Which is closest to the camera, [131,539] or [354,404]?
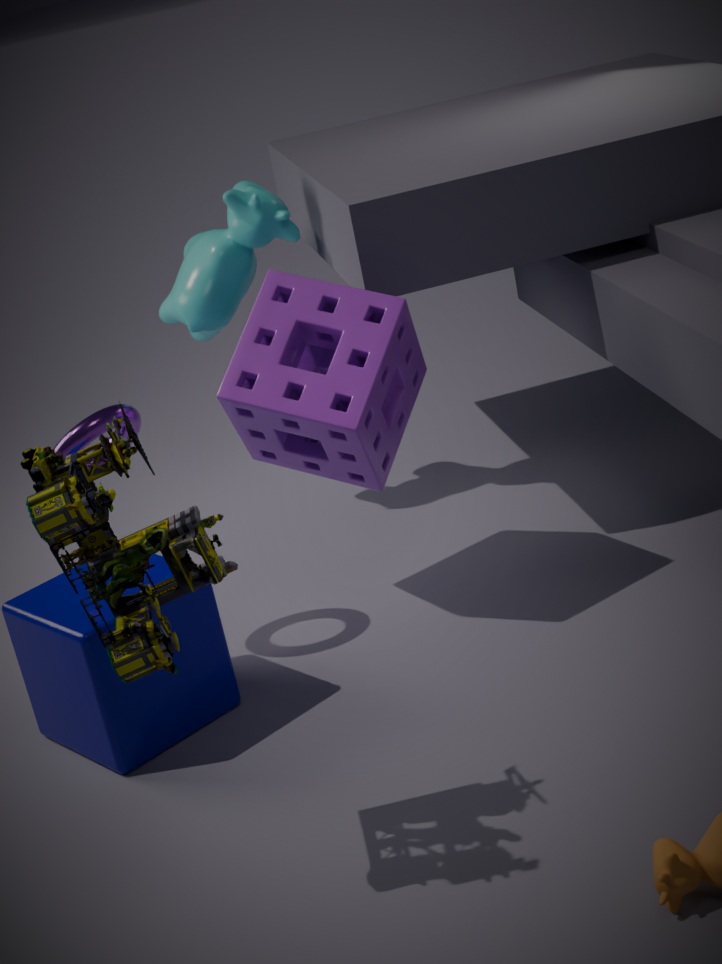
[131,539]
